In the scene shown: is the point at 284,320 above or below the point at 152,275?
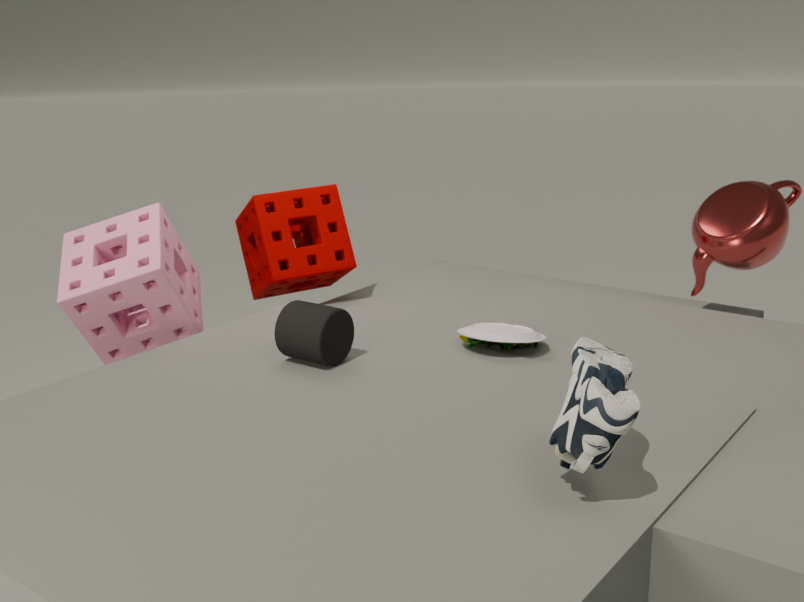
below
